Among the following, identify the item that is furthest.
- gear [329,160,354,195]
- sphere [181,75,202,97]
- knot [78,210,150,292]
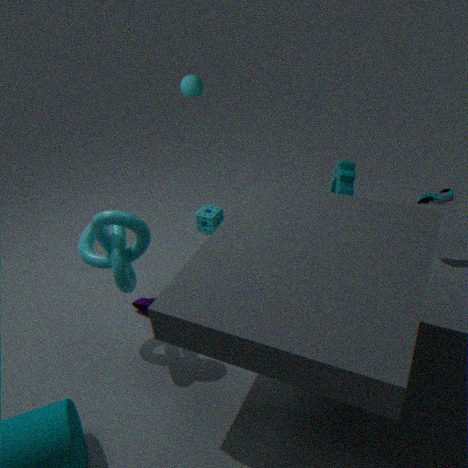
sphere [181,75,202,97]
